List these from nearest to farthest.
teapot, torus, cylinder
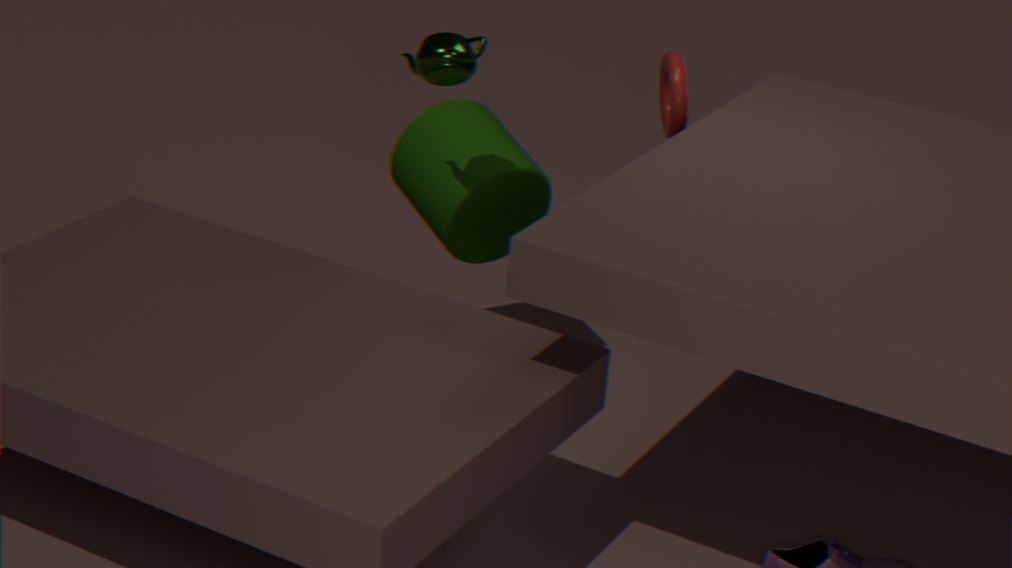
teapot, cylinder, torus
